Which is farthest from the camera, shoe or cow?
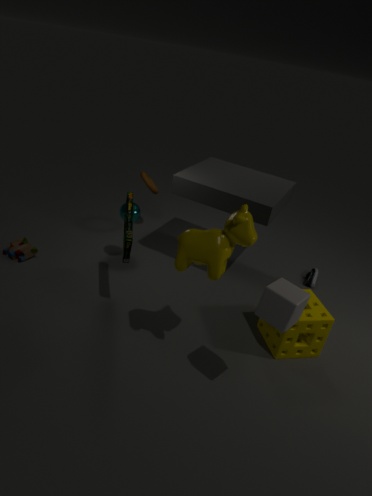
shoe
